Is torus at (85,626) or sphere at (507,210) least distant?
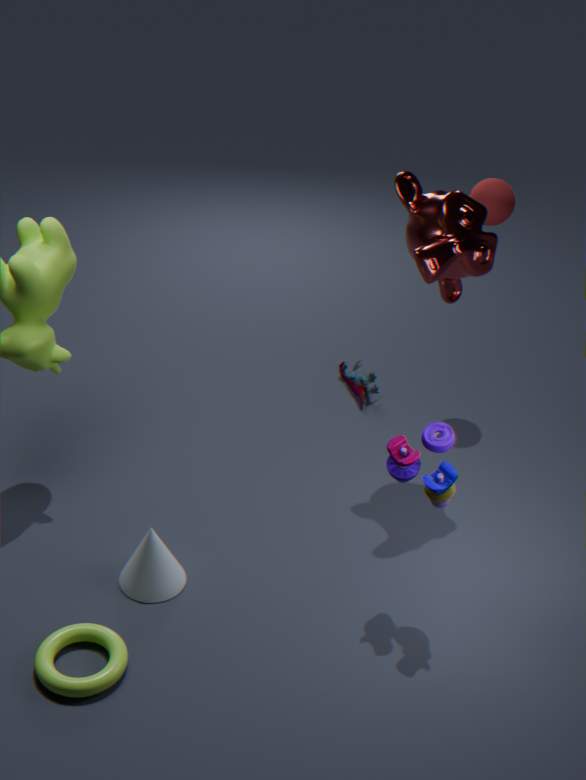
torus at (85,626)
